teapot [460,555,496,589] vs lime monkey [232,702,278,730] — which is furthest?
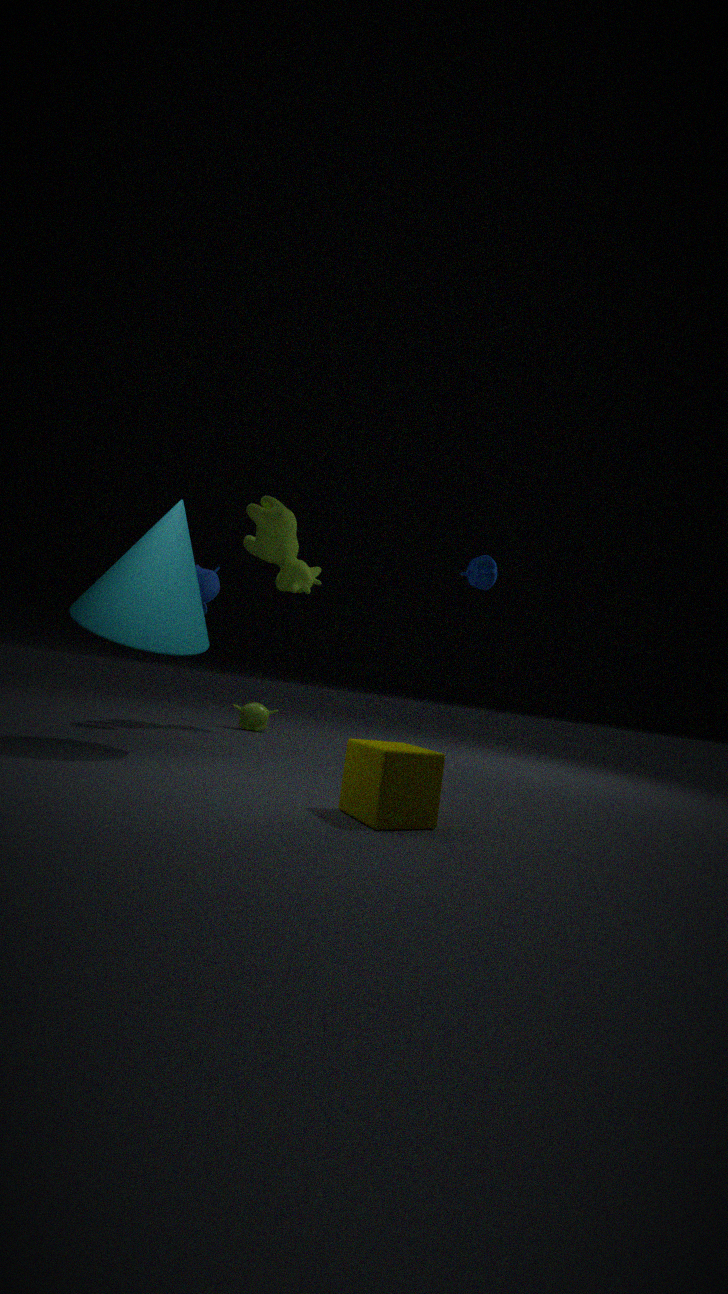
lime monkey [232,702,278,730]
